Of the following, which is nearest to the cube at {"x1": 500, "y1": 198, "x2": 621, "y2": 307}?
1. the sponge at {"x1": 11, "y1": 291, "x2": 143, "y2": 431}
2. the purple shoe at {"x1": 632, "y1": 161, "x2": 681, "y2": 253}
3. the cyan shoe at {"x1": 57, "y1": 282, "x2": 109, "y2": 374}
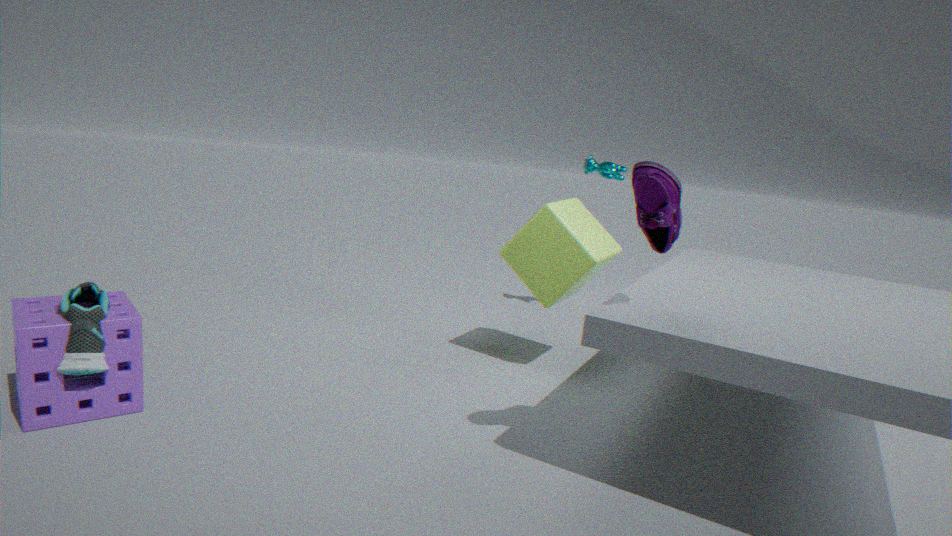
the purple shoe at {"x1": 632, "y1": 161, "x2": 681, "y2": 253}
